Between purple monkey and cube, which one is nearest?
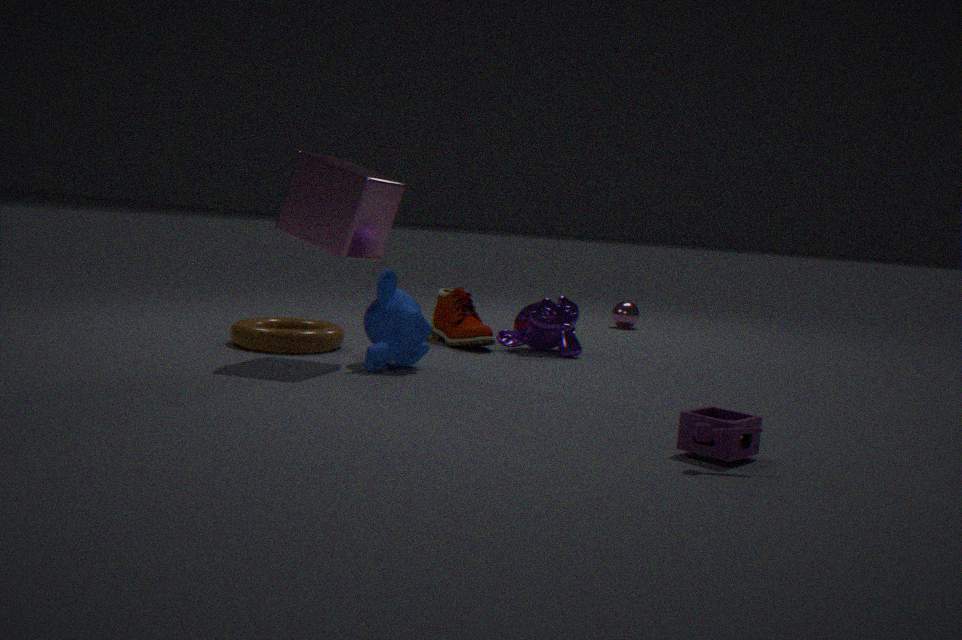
cube
